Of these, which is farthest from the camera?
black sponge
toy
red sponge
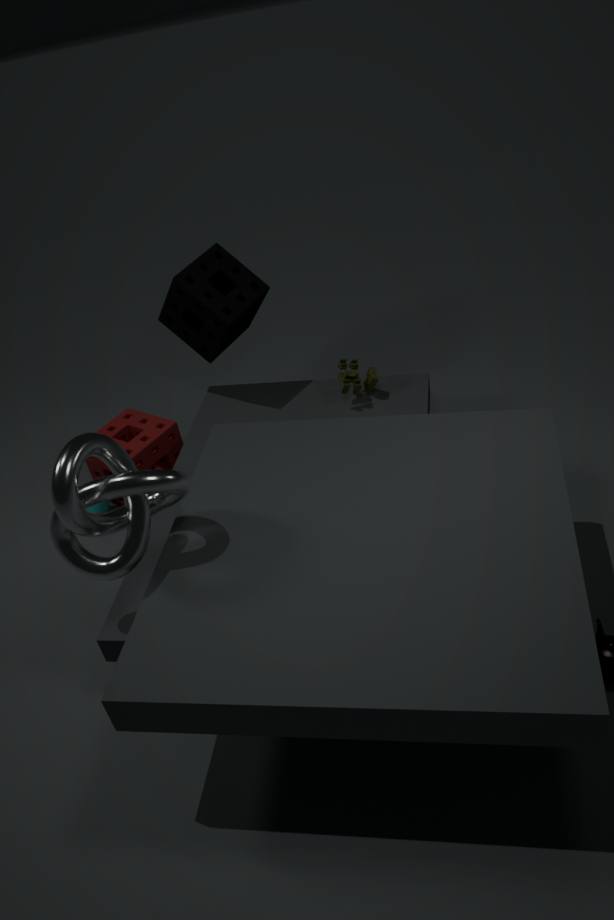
red sponge
